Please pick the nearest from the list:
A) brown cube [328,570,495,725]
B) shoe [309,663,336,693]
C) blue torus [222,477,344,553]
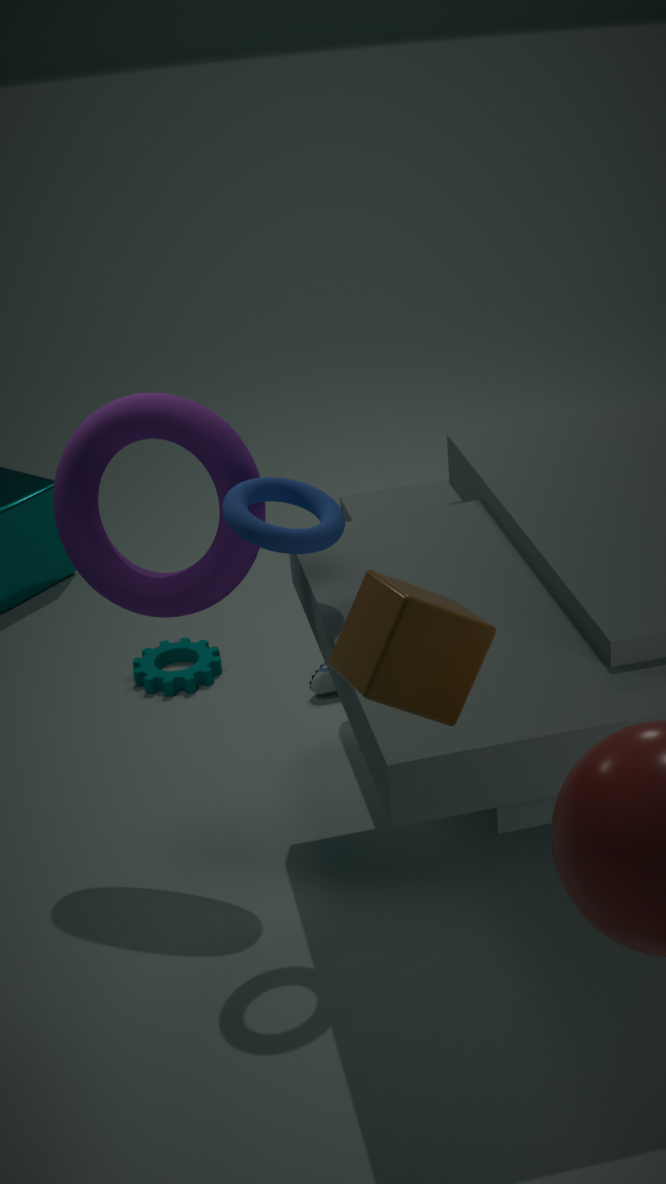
brown cube [328,570,495,725]
